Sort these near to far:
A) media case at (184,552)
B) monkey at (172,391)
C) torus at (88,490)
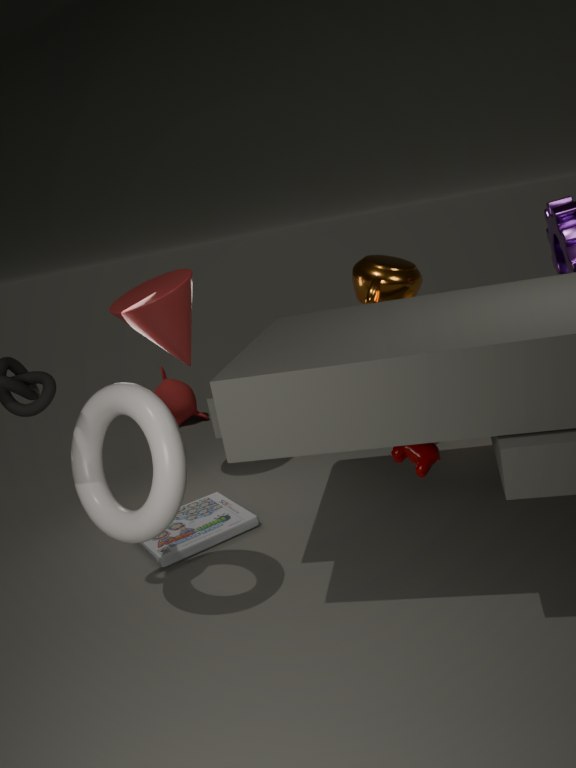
torus at (88,490), media case at (184,552), monkey at (172,391)
